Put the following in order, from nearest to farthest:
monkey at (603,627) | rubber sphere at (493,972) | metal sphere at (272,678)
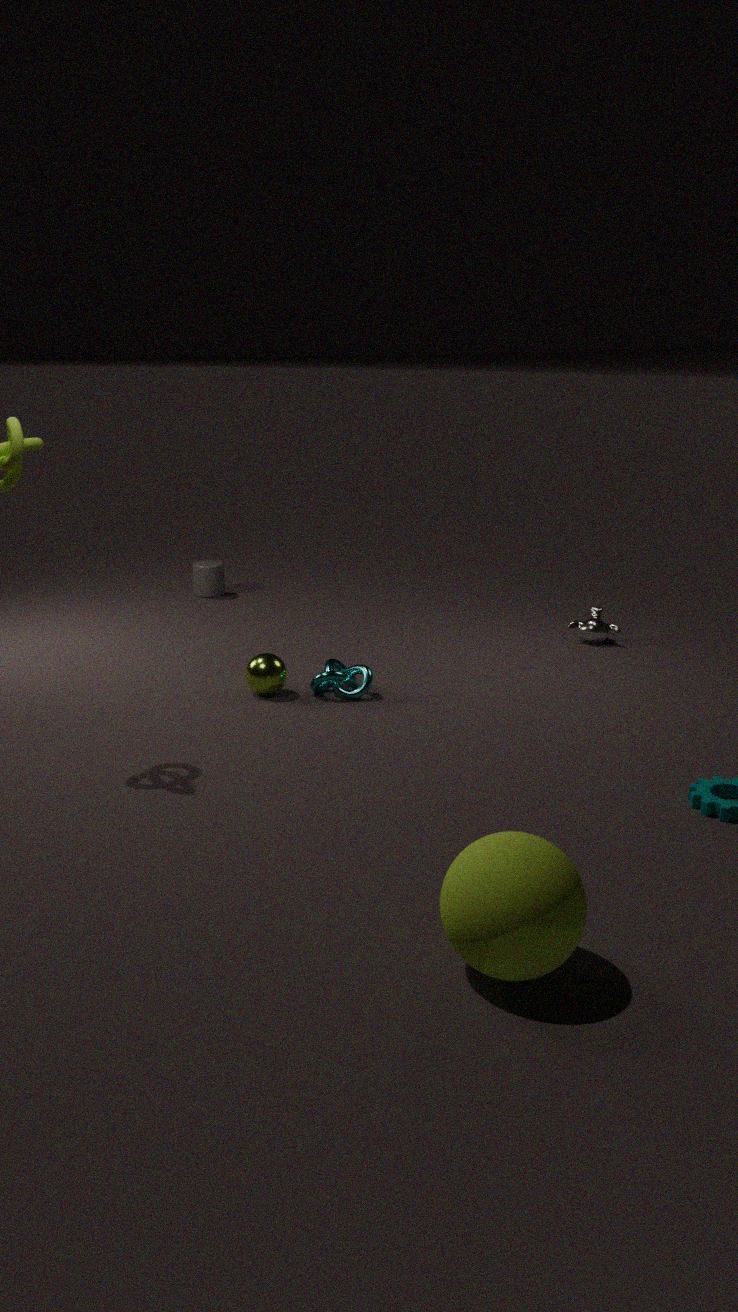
rubber sphere at (493,972) → metal sphere at (272,678) → monkey at (603,627)
